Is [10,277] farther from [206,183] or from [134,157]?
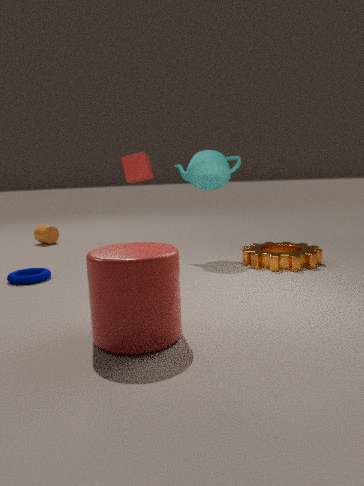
[206,183]
